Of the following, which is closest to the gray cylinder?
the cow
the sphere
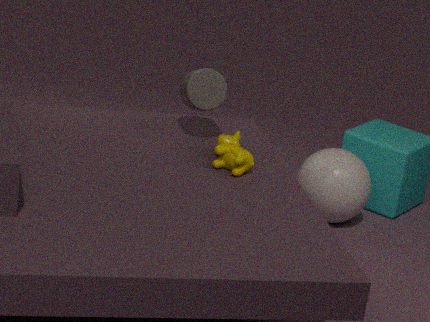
the cow
